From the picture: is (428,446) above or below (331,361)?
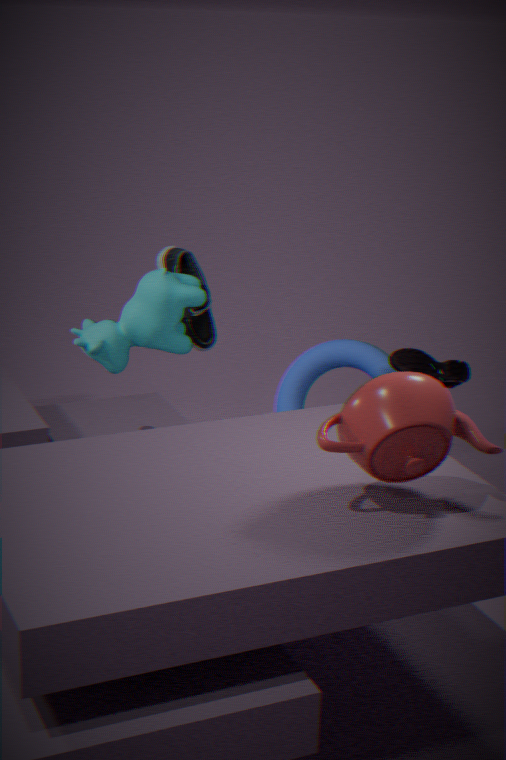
above
